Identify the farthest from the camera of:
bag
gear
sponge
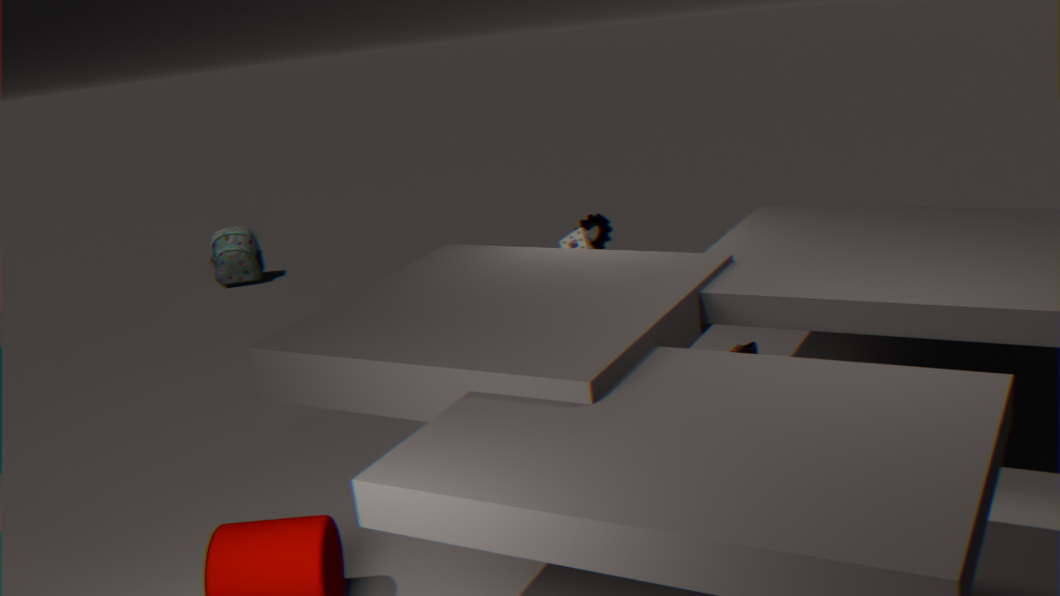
bag
